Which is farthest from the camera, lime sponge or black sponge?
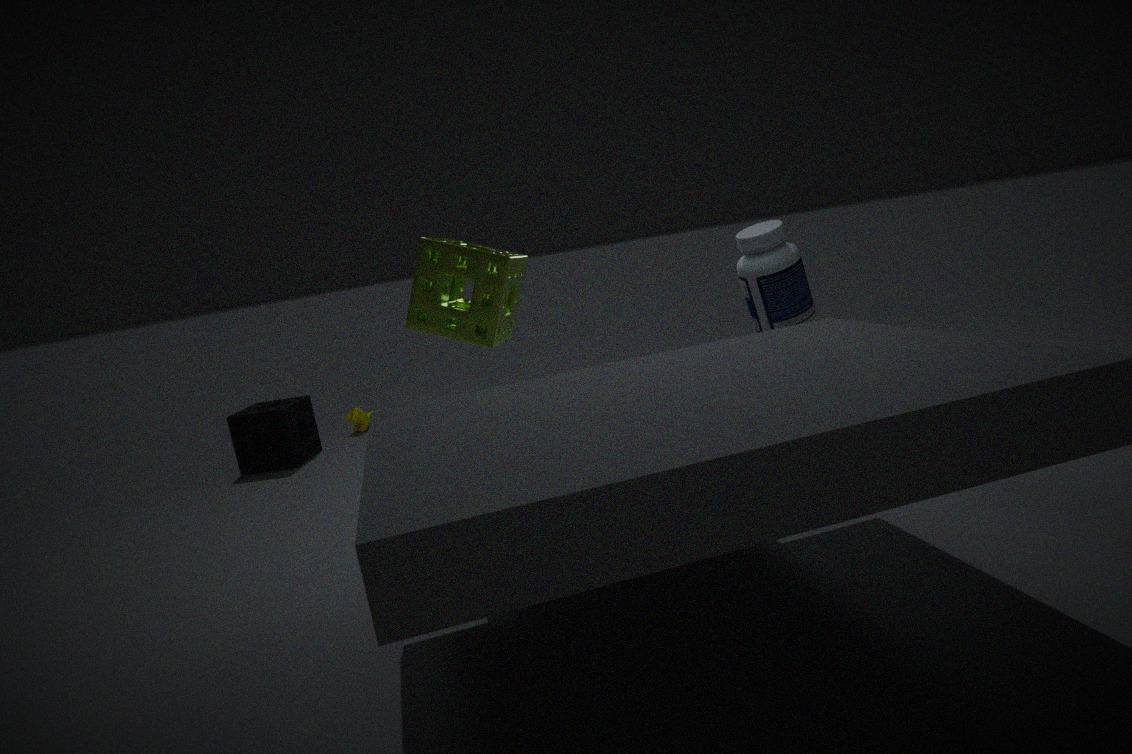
black sponge
